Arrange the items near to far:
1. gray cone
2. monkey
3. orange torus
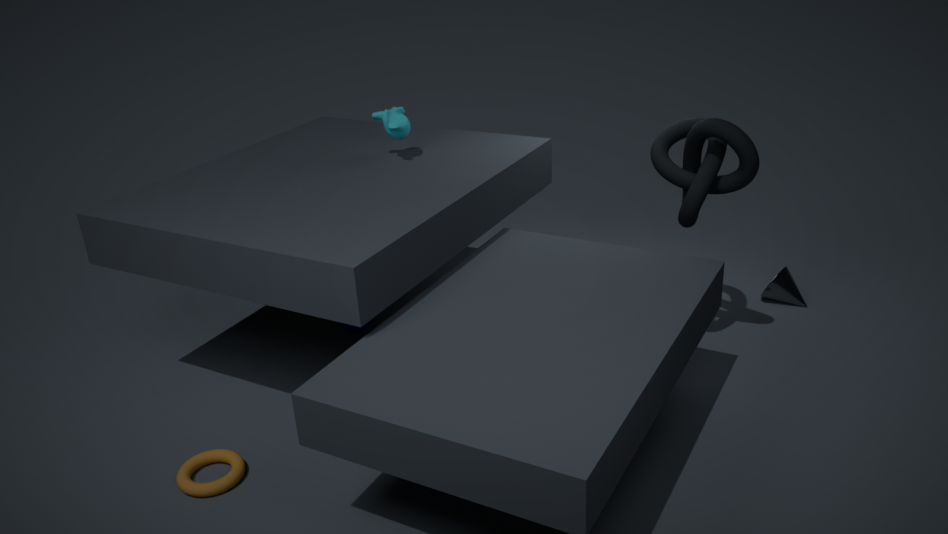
orange torus, monkey, gray cone
